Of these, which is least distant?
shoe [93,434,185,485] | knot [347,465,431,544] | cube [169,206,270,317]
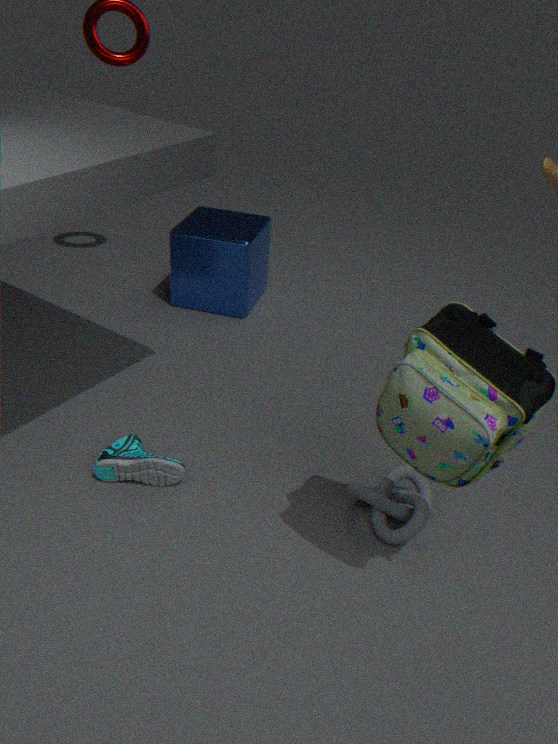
knot [347,465,431,544]
